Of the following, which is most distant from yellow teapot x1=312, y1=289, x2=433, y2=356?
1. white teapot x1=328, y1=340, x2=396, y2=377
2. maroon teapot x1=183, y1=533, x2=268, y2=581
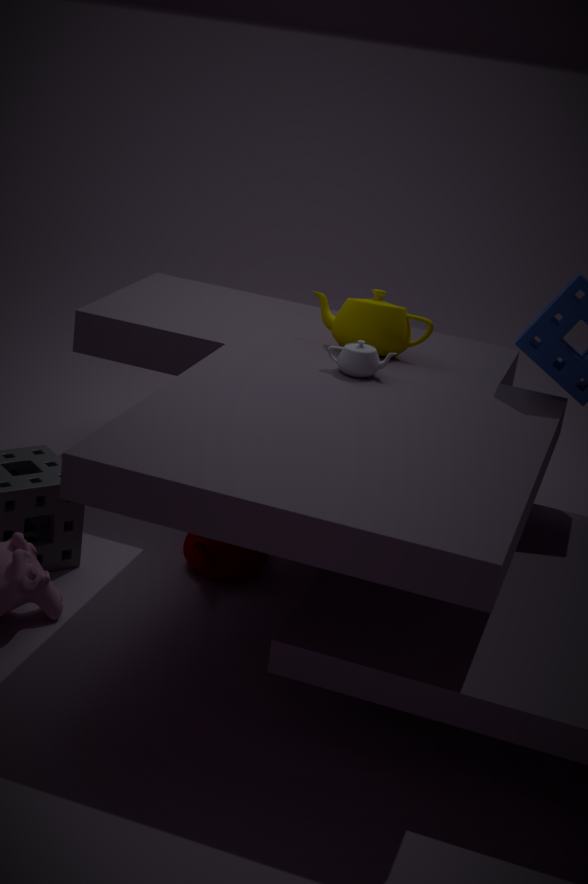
maroon teapot x1=183, y1=533, x2=268, y2=581
